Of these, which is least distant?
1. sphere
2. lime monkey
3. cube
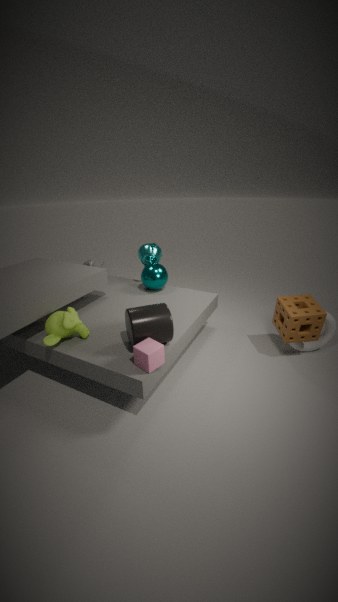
cube
